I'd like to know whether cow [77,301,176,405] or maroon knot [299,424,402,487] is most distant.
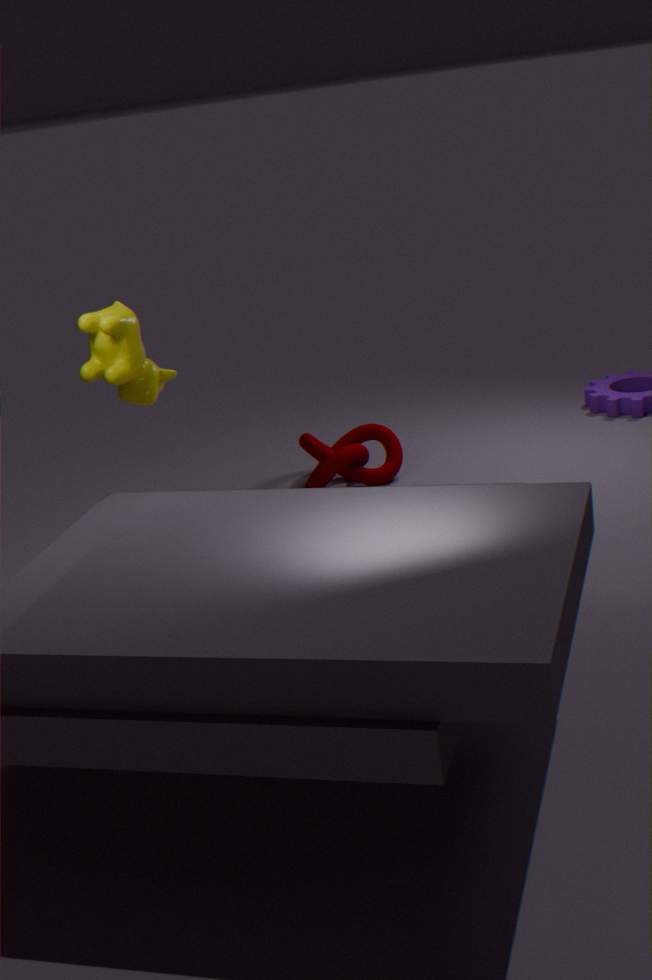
maroon knot [299,424,402,487]
